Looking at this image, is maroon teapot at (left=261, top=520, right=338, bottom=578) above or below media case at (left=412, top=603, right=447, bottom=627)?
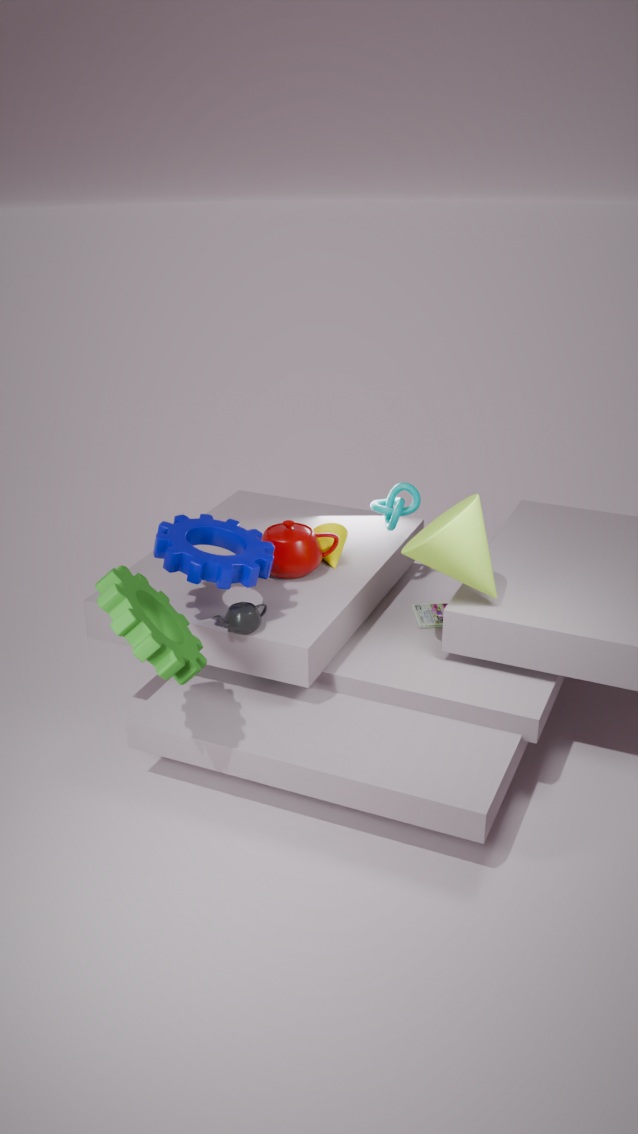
above
